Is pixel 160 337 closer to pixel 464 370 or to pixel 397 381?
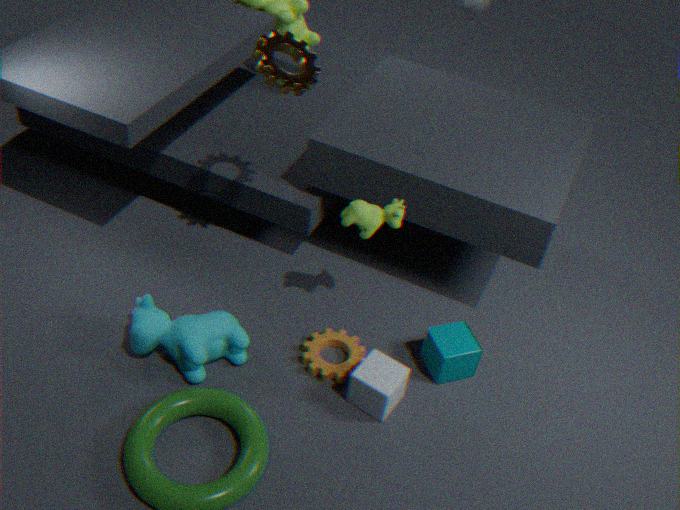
pixel 397 381
